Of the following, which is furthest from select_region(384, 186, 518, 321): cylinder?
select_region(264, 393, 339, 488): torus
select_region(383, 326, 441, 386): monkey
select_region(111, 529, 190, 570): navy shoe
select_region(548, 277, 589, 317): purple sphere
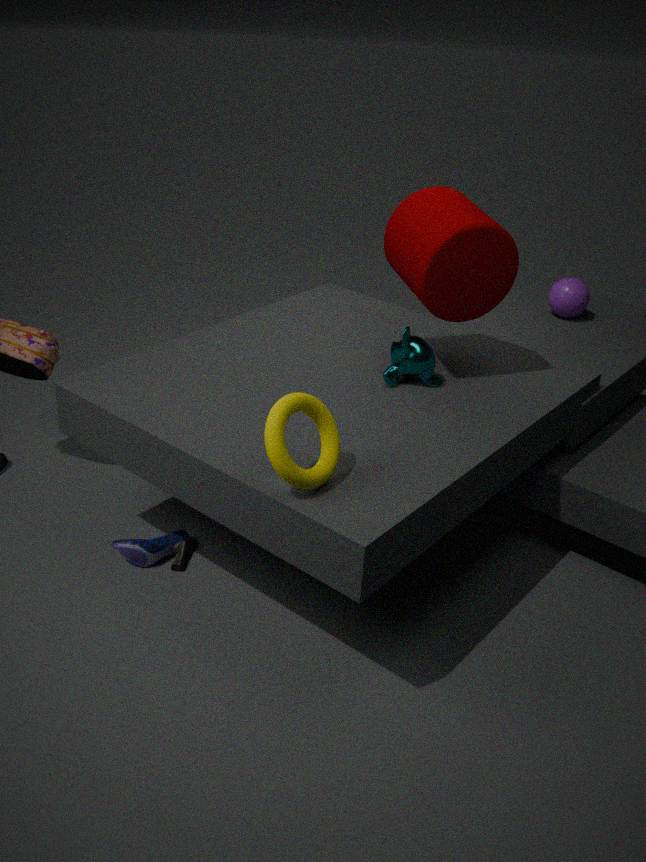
select_region(111, 529, 190, 570): navy shoe
